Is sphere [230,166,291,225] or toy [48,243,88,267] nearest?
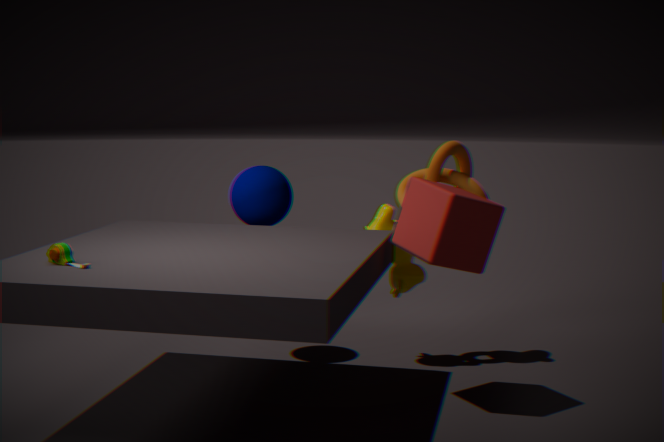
toy [48,243,88,267]
